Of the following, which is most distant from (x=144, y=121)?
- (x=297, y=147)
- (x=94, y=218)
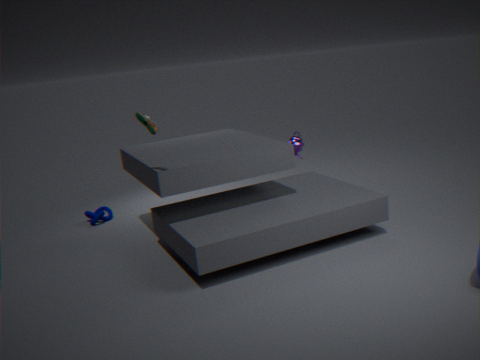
(x=94, y=218)
